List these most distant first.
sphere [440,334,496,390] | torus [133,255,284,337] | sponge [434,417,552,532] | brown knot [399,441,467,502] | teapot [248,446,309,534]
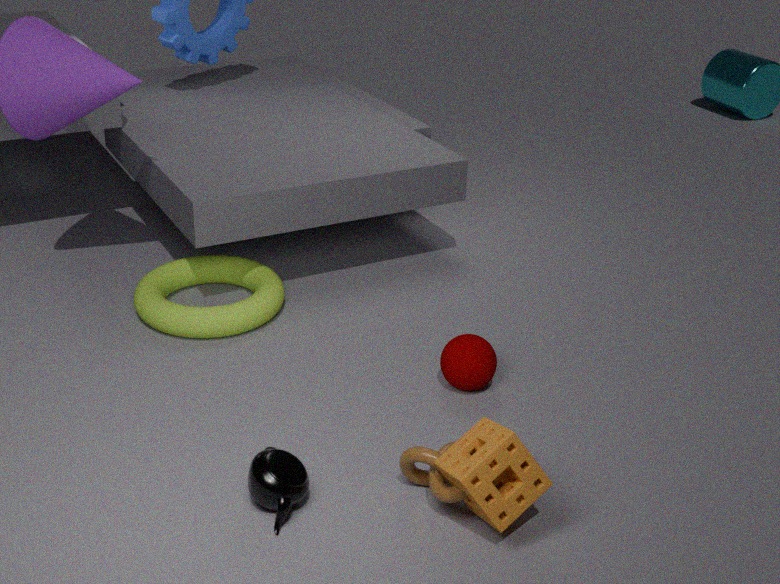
torus [133,255,284,337], sphere [440,334,496,390], teapot [248,446,309,534], brown knot [399,441,467,502], sponge [434,417,552,532]
